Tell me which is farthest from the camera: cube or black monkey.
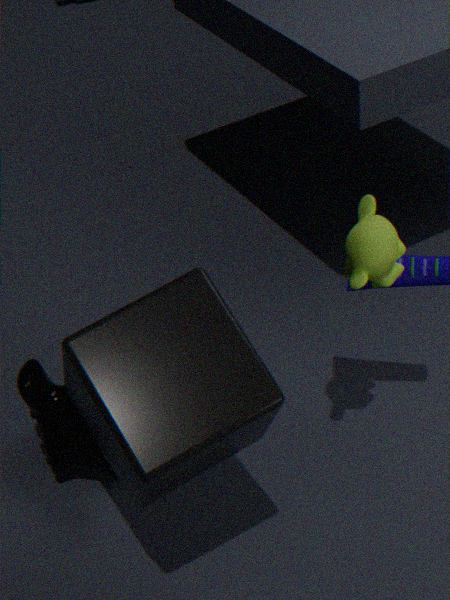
black monkey
